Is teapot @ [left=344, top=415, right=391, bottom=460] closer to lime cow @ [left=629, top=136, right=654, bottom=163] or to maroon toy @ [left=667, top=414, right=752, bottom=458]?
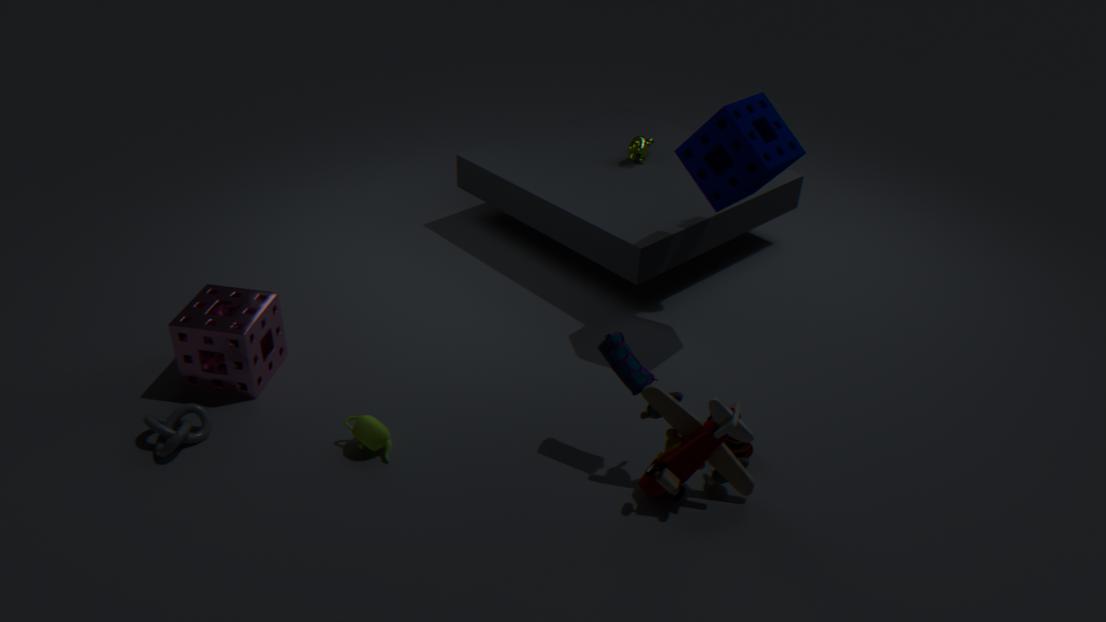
maroon toy @ [left=667, top=414, right=752, bottom=458]
